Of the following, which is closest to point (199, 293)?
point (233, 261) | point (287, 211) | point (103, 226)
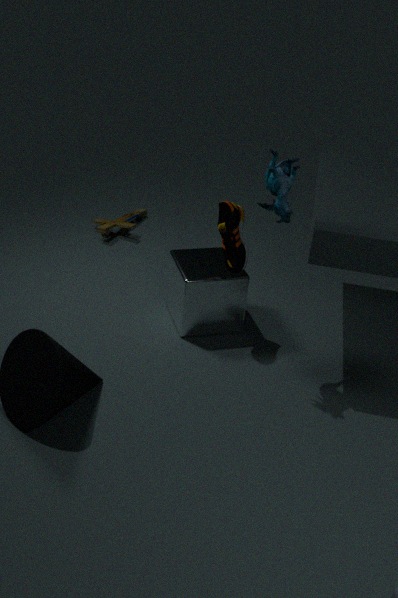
point (233, 261)
